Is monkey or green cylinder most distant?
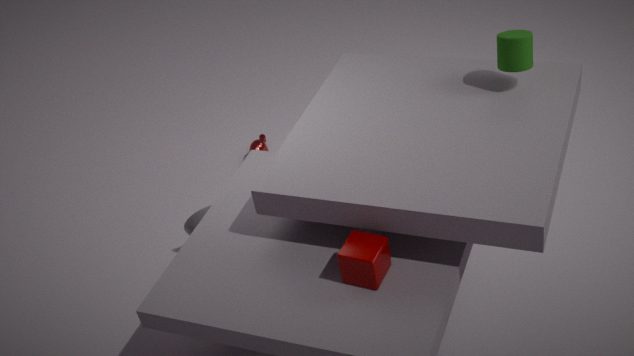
monkey
